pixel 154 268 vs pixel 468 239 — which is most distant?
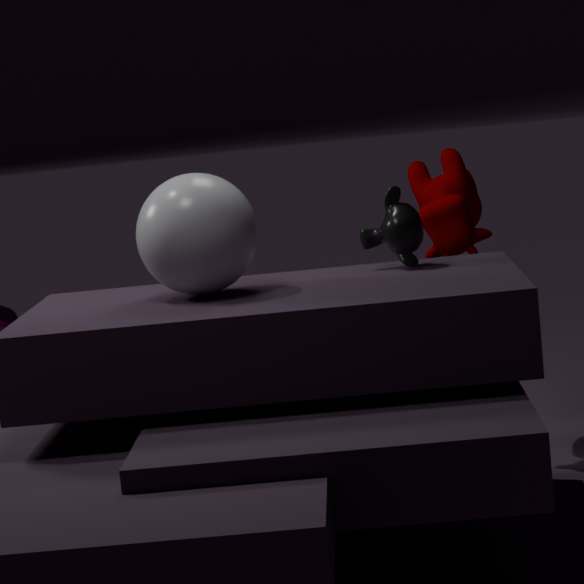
pixel 468 239
